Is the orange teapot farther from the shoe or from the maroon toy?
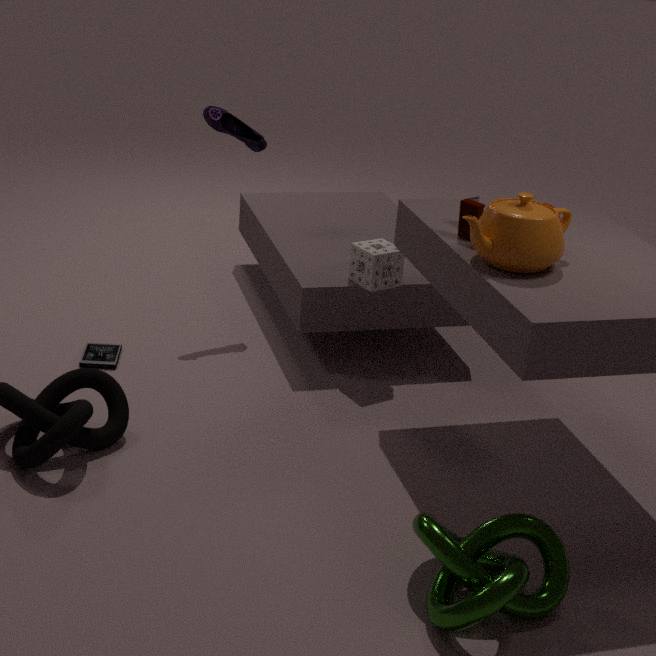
the shoe
